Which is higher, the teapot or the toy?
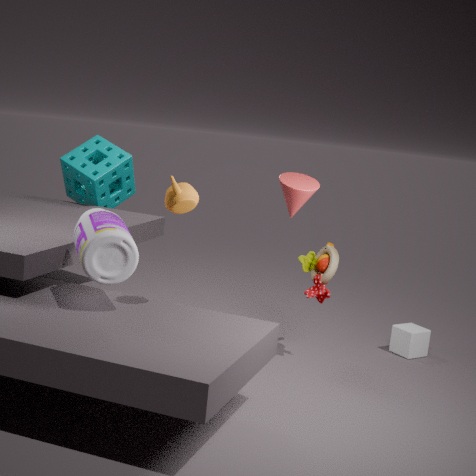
the teapot
